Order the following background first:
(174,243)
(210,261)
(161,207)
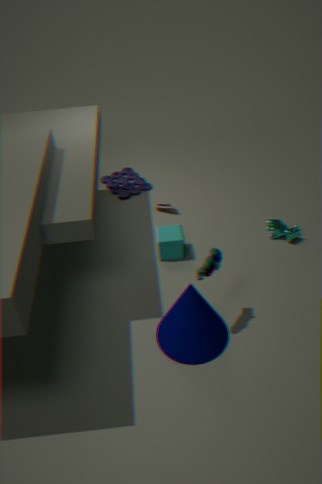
(161,207) < (174,243) < (210,261)
